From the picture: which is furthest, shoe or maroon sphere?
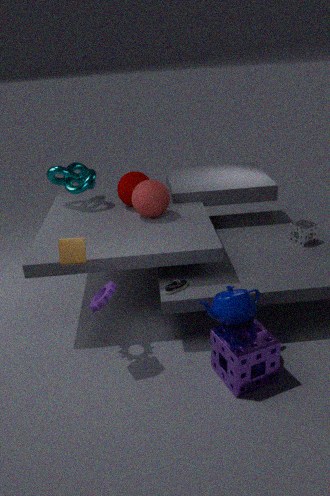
maroon sphere
